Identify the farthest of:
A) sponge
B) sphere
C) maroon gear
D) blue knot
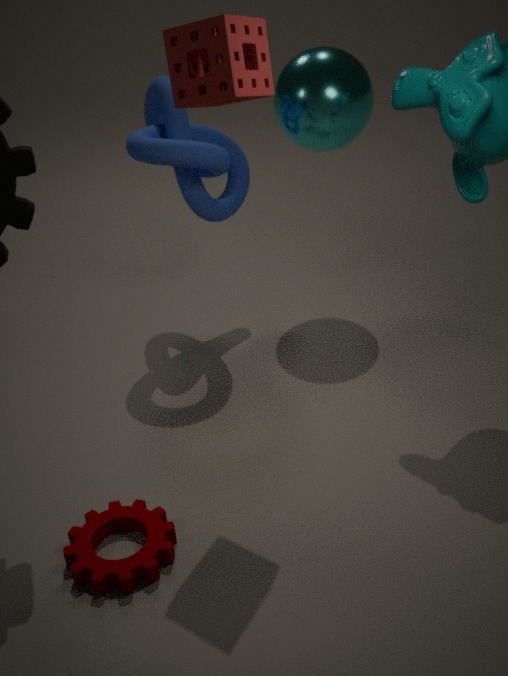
sphere
